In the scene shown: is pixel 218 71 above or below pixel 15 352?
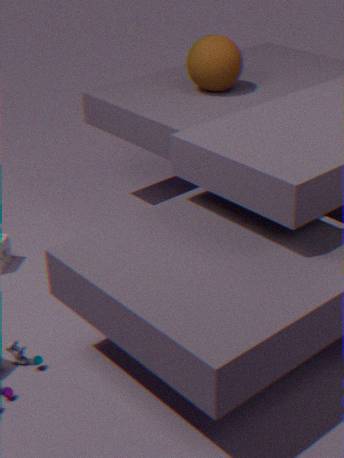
above
